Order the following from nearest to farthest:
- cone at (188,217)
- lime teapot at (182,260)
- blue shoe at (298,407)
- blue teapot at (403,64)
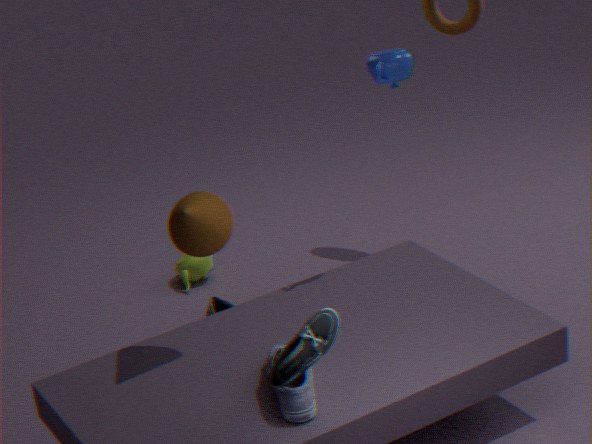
blue shoe at (298,407) → cone at (188,217) → blue teapot at (403,64) → lime teapot at (182,260)
